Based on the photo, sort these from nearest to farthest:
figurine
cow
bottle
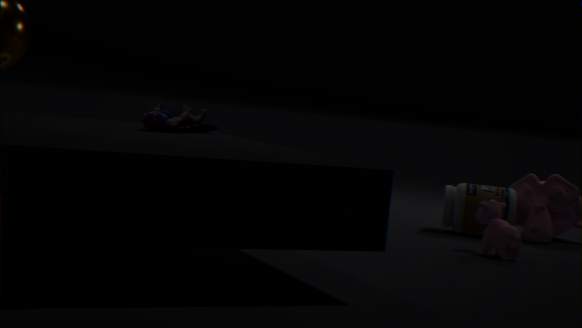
figurine < cow < bottle
